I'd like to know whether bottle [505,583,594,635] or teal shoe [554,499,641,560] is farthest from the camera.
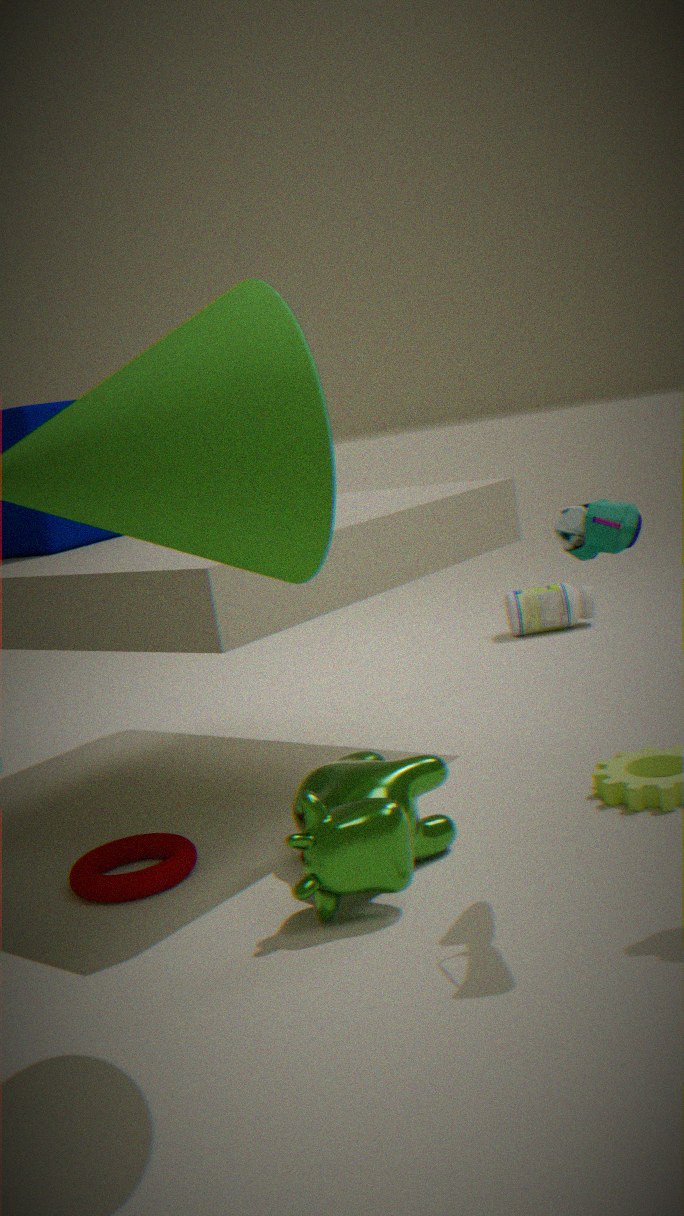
bottle [505,583,594,635]
